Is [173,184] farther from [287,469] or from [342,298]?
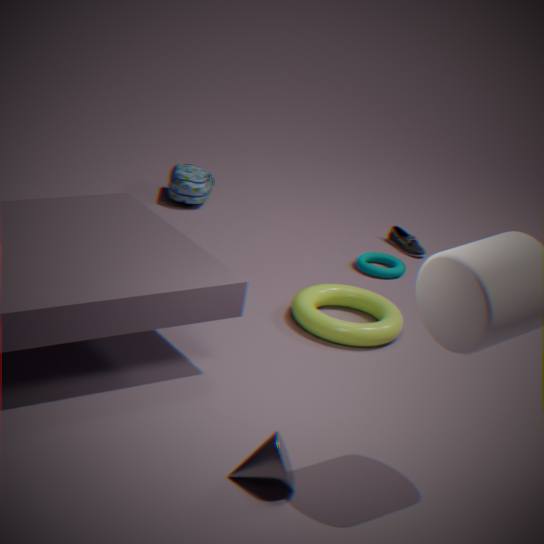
[287,469]
